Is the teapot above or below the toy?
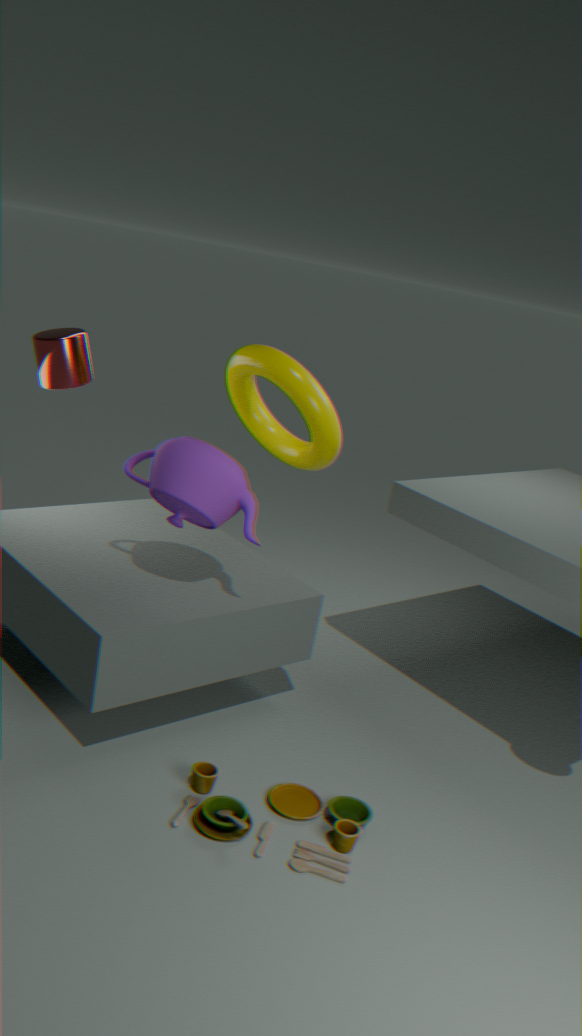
above
